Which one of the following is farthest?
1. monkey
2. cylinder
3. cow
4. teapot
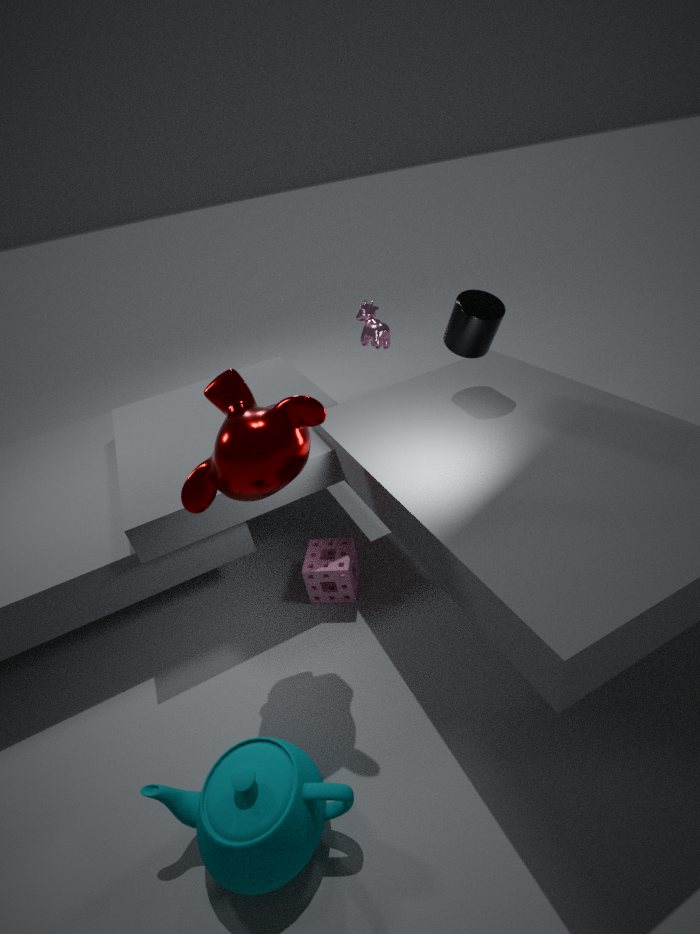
cow
